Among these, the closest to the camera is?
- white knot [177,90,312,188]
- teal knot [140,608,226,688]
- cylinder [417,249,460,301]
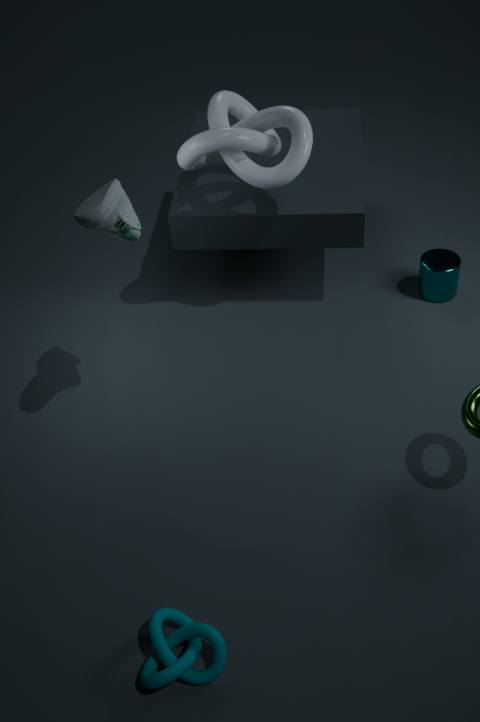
teal knot [140,608,226,688]
